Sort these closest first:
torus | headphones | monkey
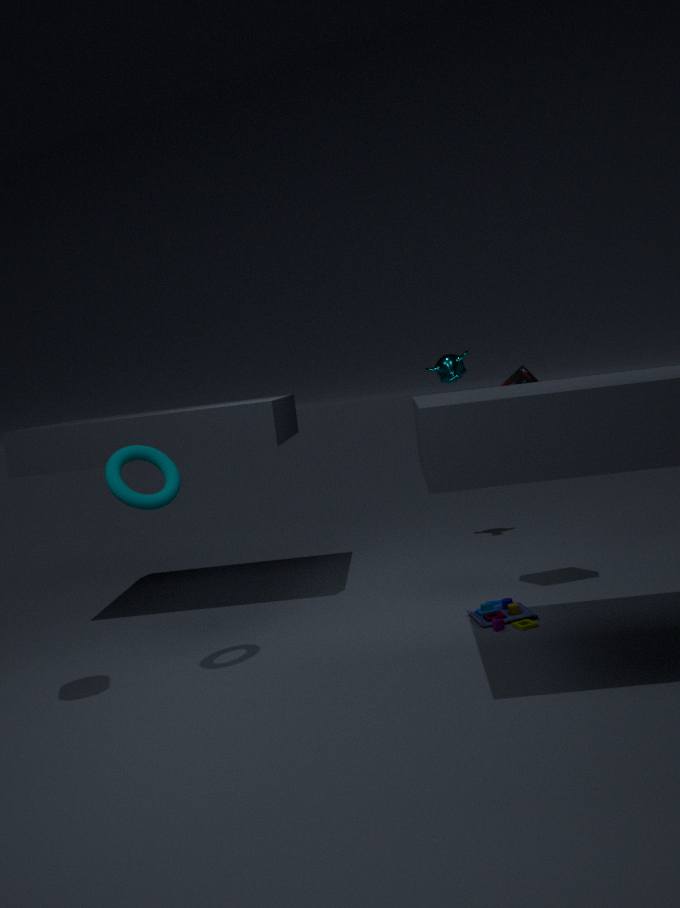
torus → headphones → monkey
